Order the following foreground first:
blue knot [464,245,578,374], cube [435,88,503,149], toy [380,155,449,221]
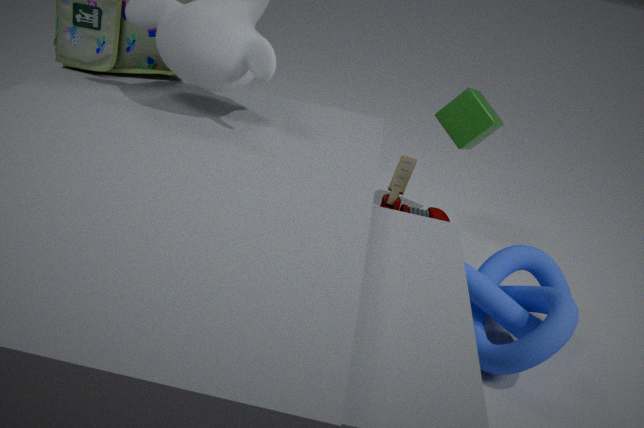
blue knot [464,245,578,374] < toy [380,155,449,221] < cube [435,88,503,149]
